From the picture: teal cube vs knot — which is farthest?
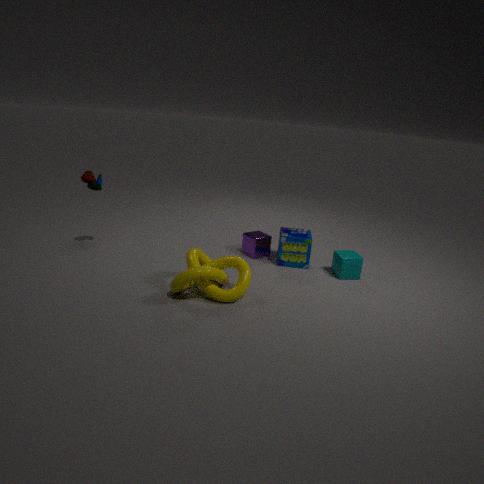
teal cube
